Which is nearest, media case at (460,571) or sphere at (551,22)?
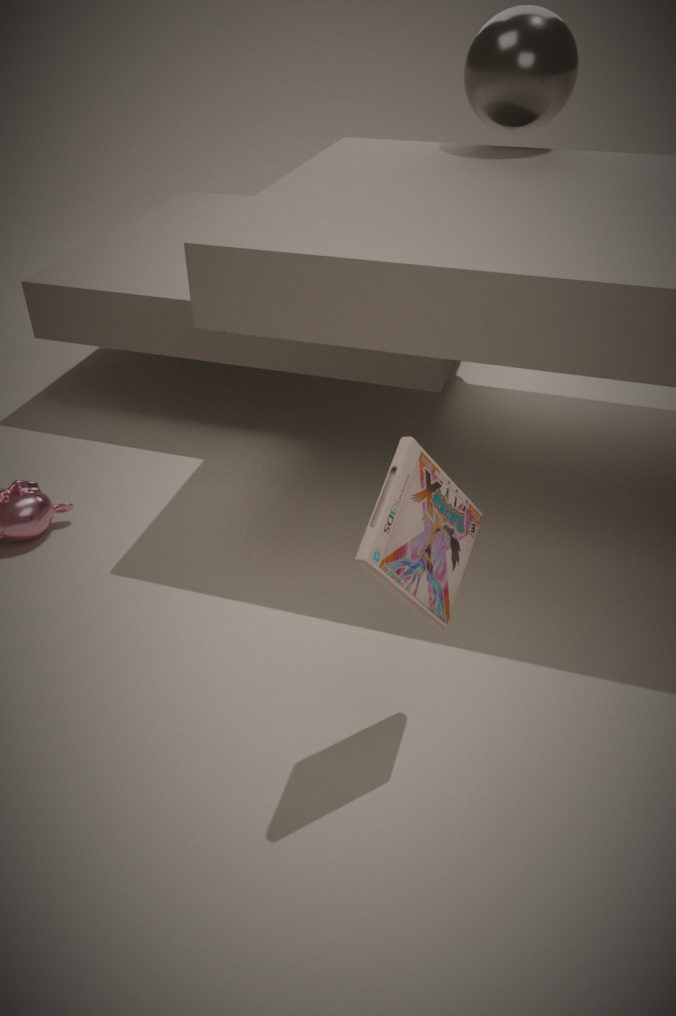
media case at (460,571)
